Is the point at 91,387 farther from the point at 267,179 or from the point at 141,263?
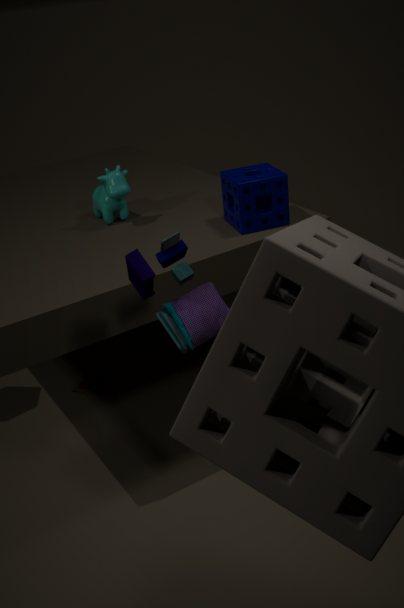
the point at 141,263
